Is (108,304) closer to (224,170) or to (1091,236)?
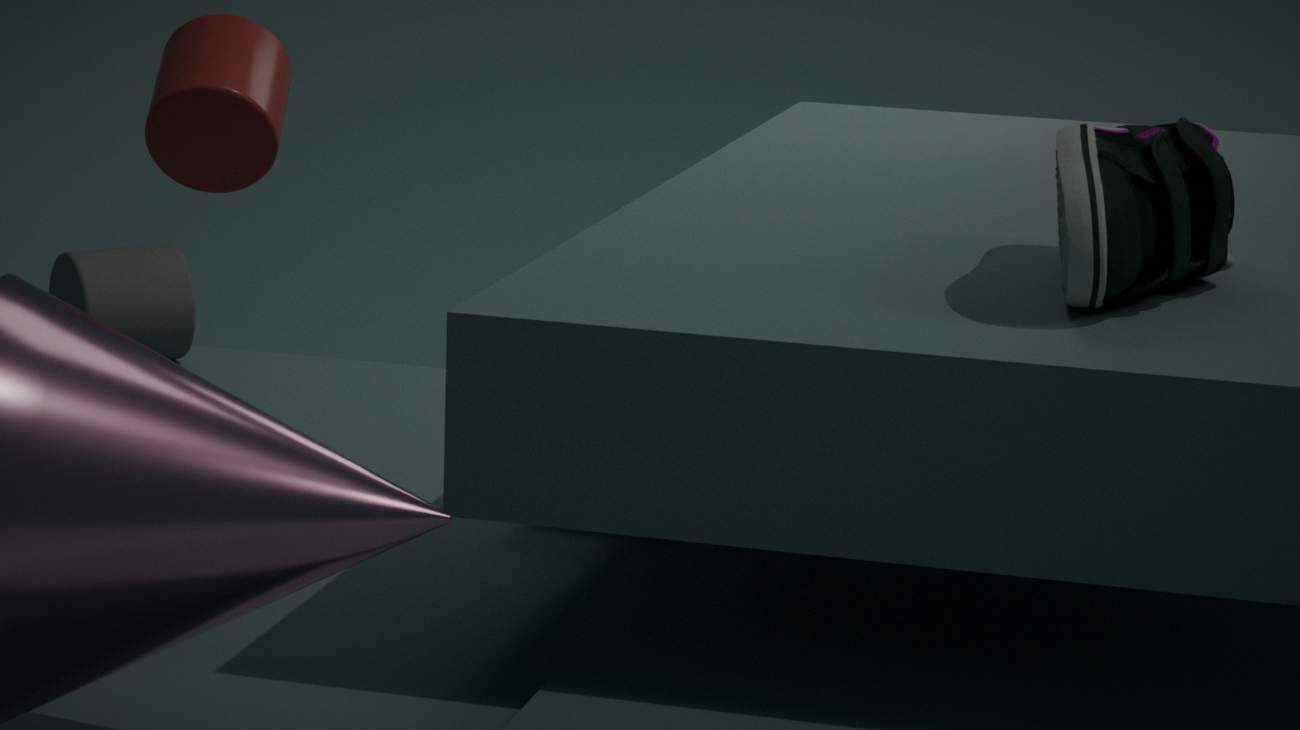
(224,170)
